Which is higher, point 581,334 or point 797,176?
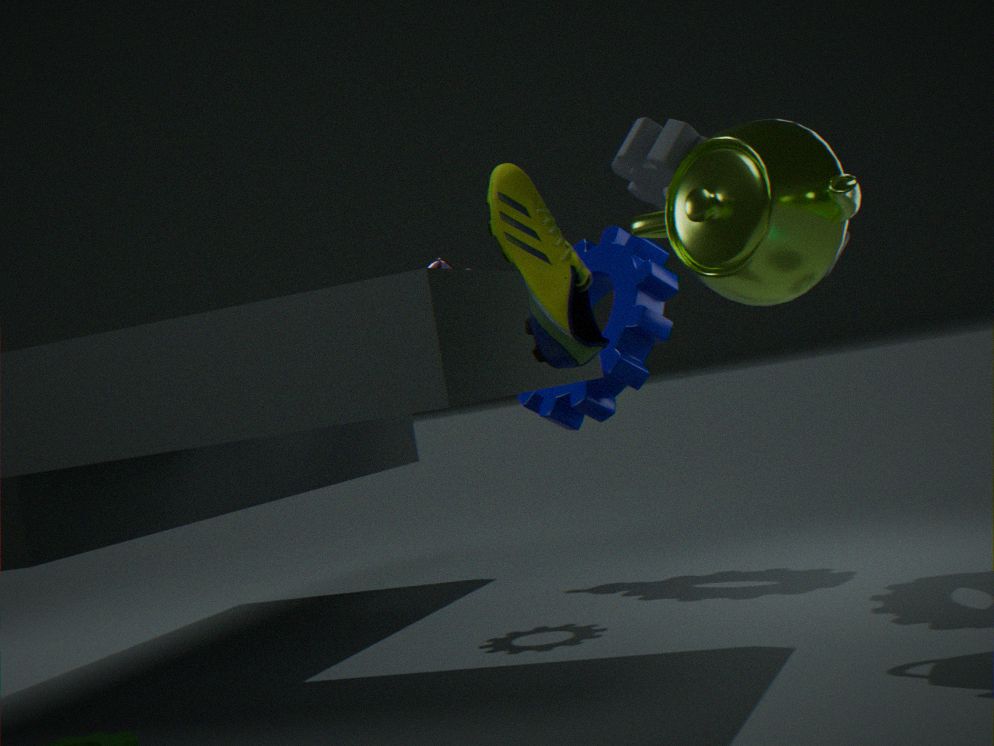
point 797,176
